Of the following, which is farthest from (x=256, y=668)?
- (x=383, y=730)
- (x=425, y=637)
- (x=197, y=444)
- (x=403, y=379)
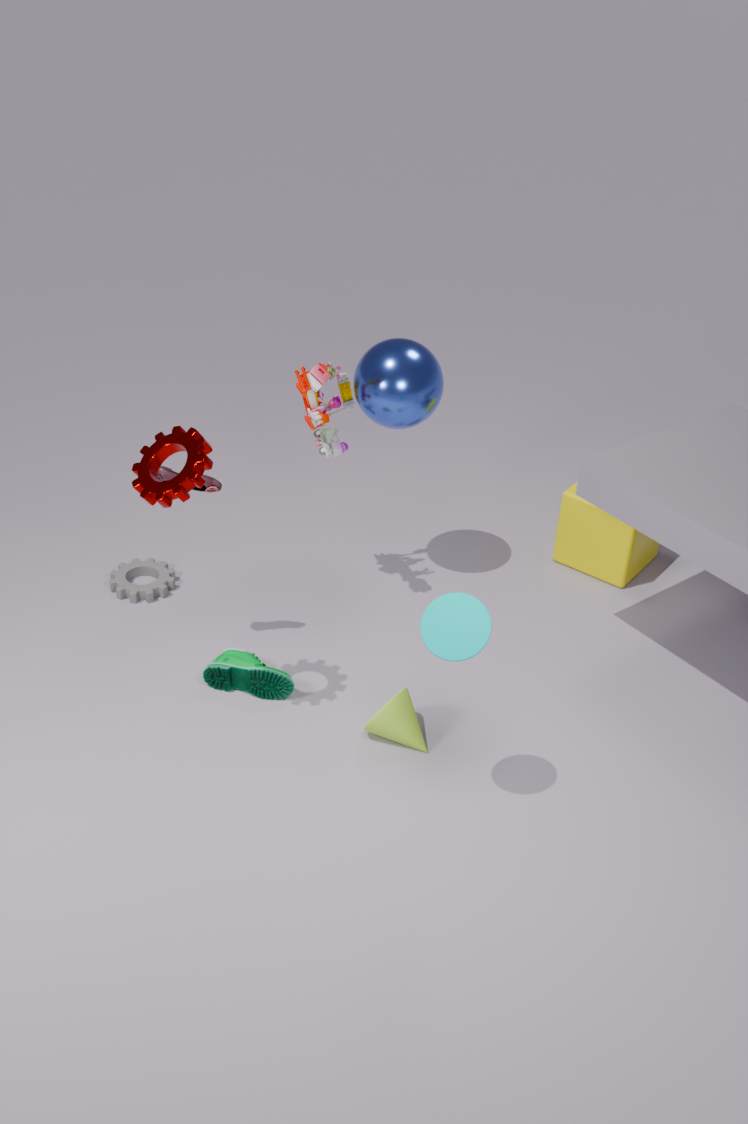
(x=403, y=379)
